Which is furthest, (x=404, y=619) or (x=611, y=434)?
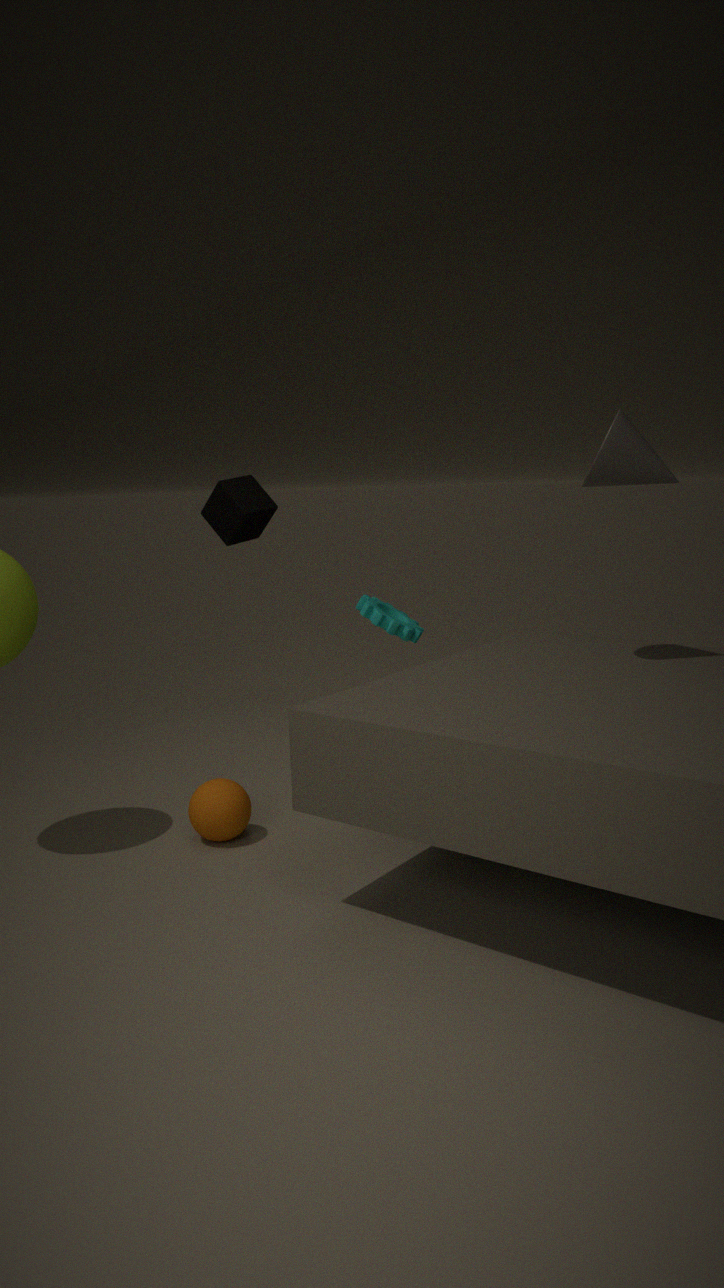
(x=404, y=619)
